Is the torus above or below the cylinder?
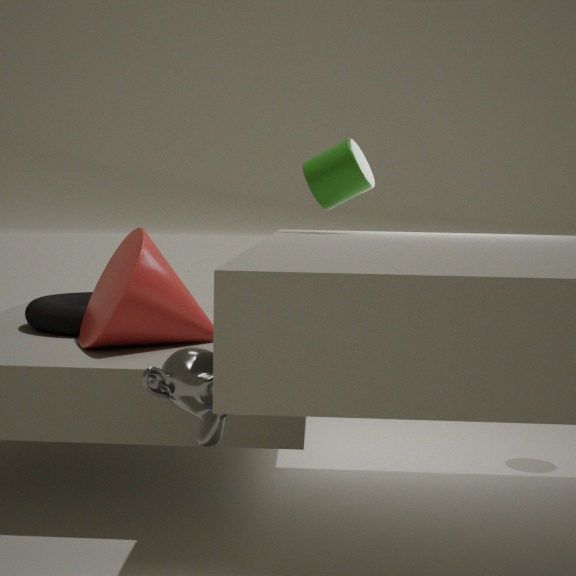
below
